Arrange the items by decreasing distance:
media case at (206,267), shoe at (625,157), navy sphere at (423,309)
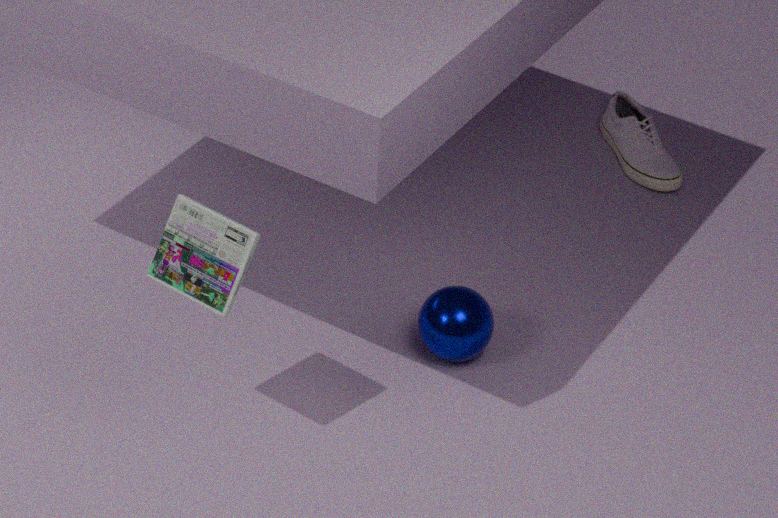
shoe at (625,157)
navy sphere at (423,309)
media case at (206,267)
